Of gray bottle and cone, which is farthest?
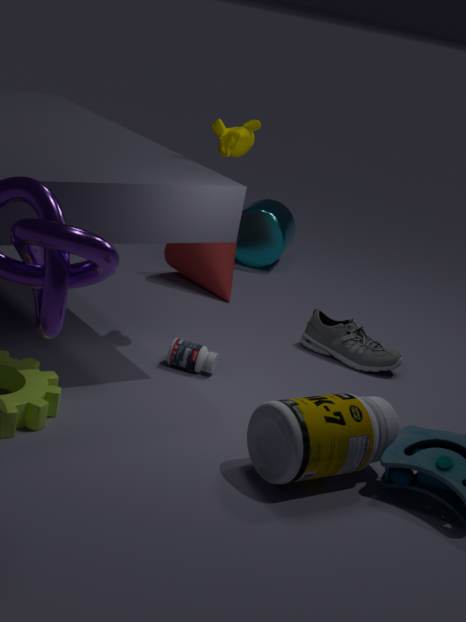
cone
